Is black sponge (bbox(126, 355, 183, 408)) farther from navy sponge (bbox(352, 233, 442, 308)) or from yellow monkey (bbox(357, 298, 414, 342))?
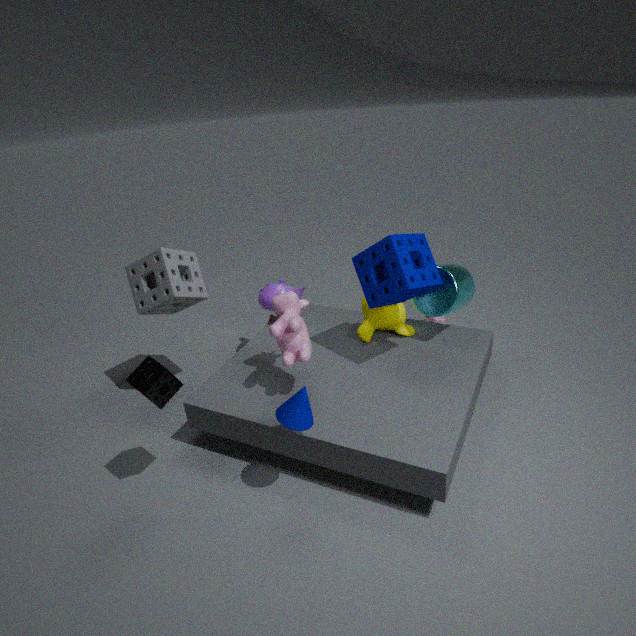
yellow monkey (bbox(357, 298, 414, 342))
